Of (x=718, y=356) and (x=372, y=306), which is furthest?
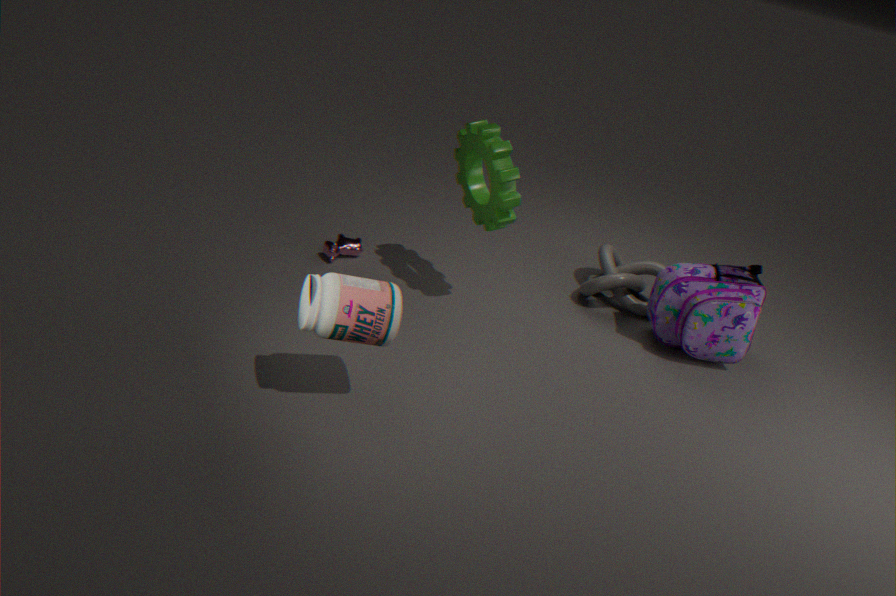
(x=718, y=356)
